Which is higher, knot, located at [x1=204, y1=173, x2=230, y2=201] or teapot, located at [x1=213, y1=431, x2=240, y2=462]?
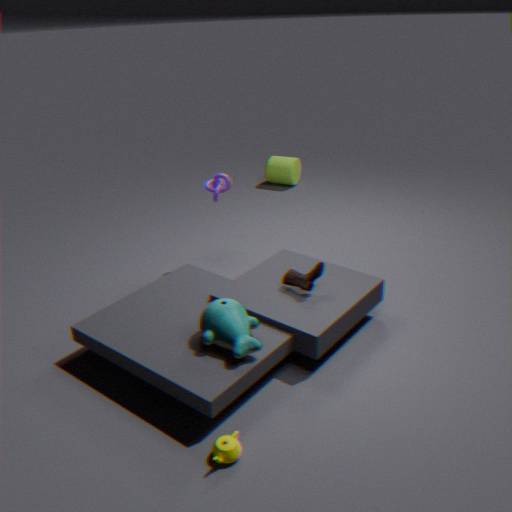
knot, located at [x1=204, y1=173, x2=230, y2=201]
